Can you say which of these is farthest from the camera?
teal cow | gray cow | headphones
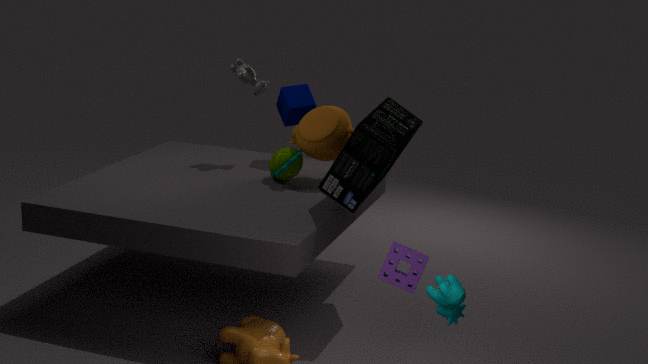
gray cow
